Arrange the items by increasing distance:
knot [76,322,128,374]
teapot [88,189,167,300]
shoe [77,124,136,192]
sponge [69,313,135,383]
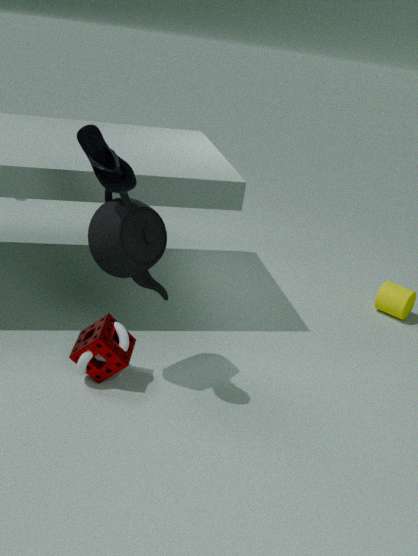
shoe [77,124,136,192]
teapot [88,189,167,300]
sponge [69,313,135,383]
knot [76,322,128,374]
